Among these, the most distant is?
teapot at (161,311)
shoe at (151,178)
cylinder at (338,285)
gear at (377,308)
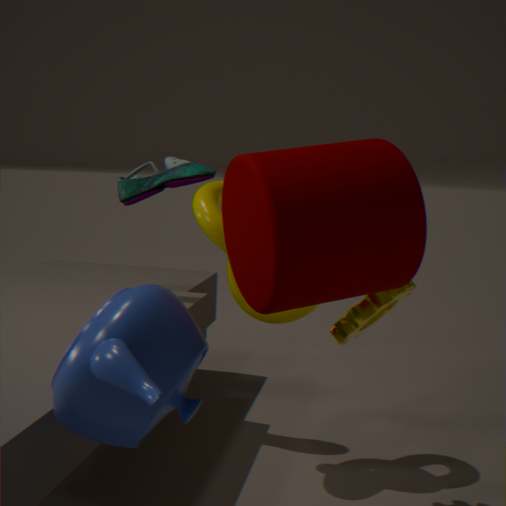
shoe at (151,178)
